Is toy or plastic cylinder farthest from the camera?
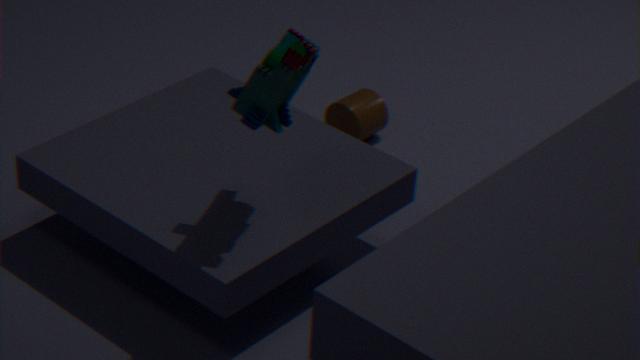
plastic cylinder
